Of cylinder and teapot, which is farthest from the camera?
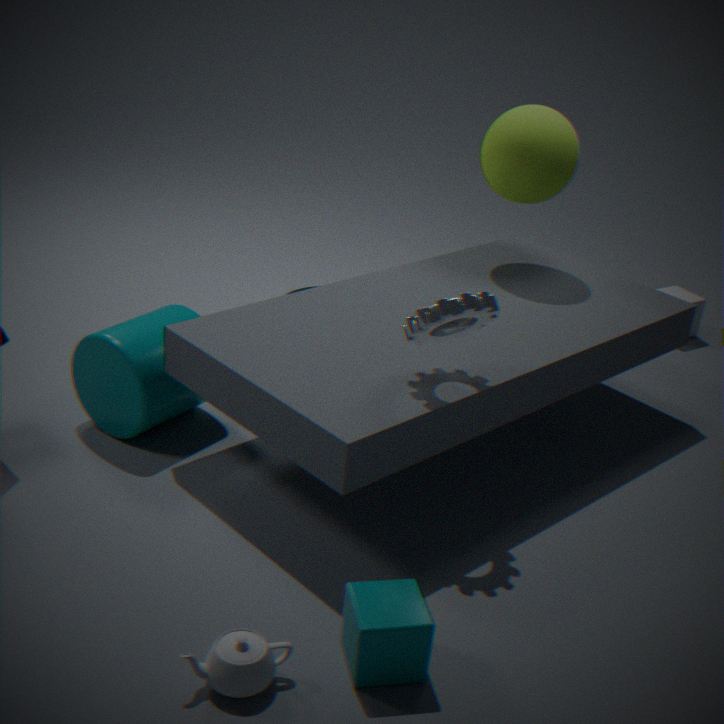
cylinder
